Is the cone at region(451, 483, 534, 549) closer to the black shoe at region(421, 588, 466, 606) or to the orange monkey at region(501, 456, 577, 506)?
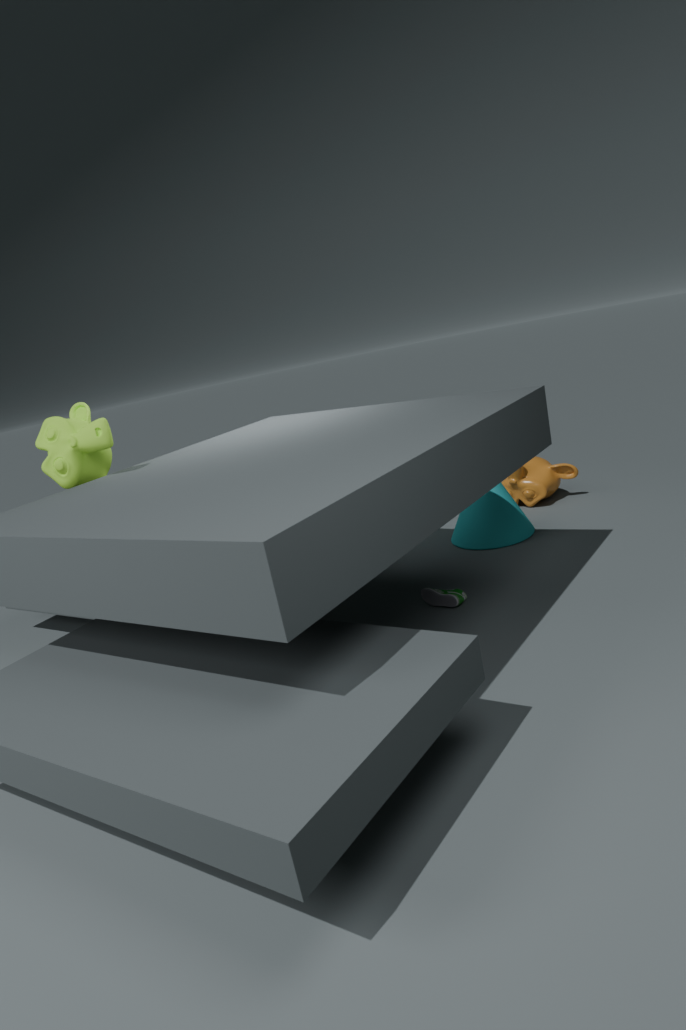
the orange monkey at region(501, 456, 577, 506)
